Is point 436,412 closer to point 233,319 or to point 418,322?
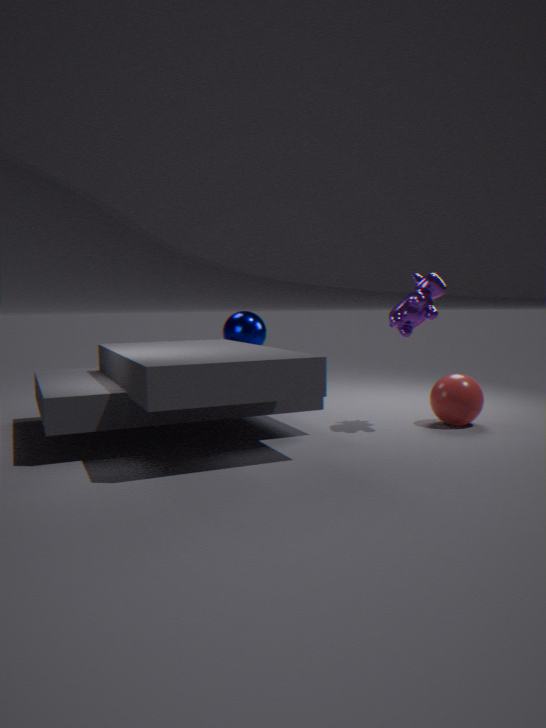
point 418,322
